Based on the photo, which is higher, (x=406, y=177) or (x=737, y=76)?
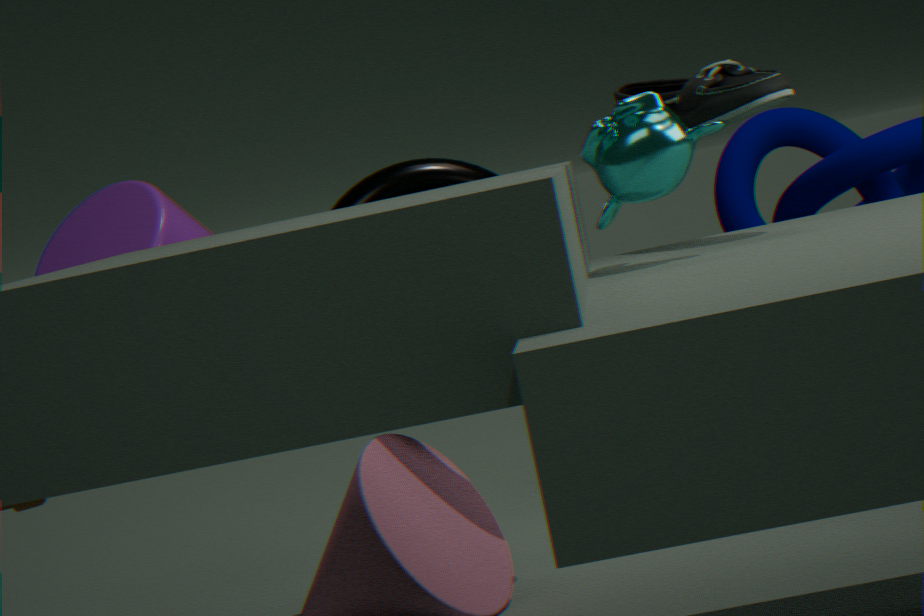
(x=737, y=76)
